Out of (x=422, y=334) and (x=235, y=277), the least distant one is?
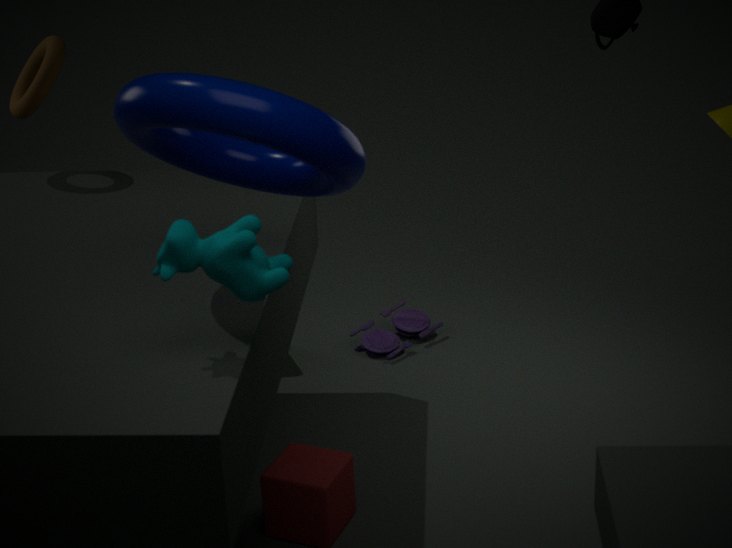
(x=235, y=277)
